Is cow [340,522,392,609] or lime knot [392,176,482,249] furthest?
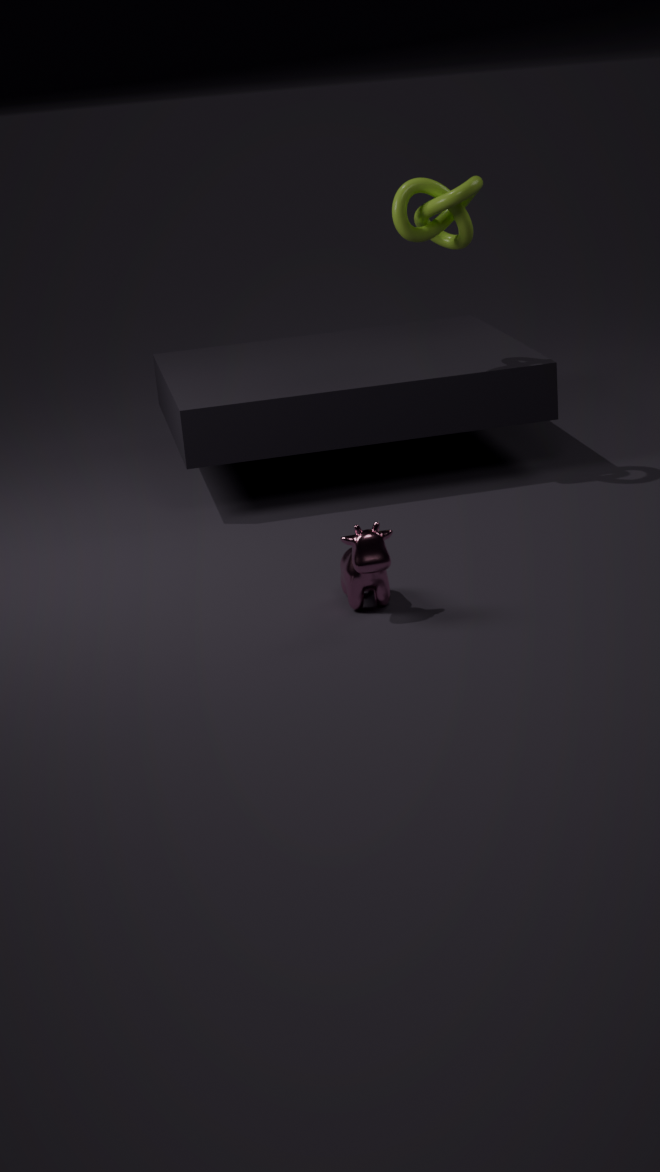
lime knot [392,176,482,249]
